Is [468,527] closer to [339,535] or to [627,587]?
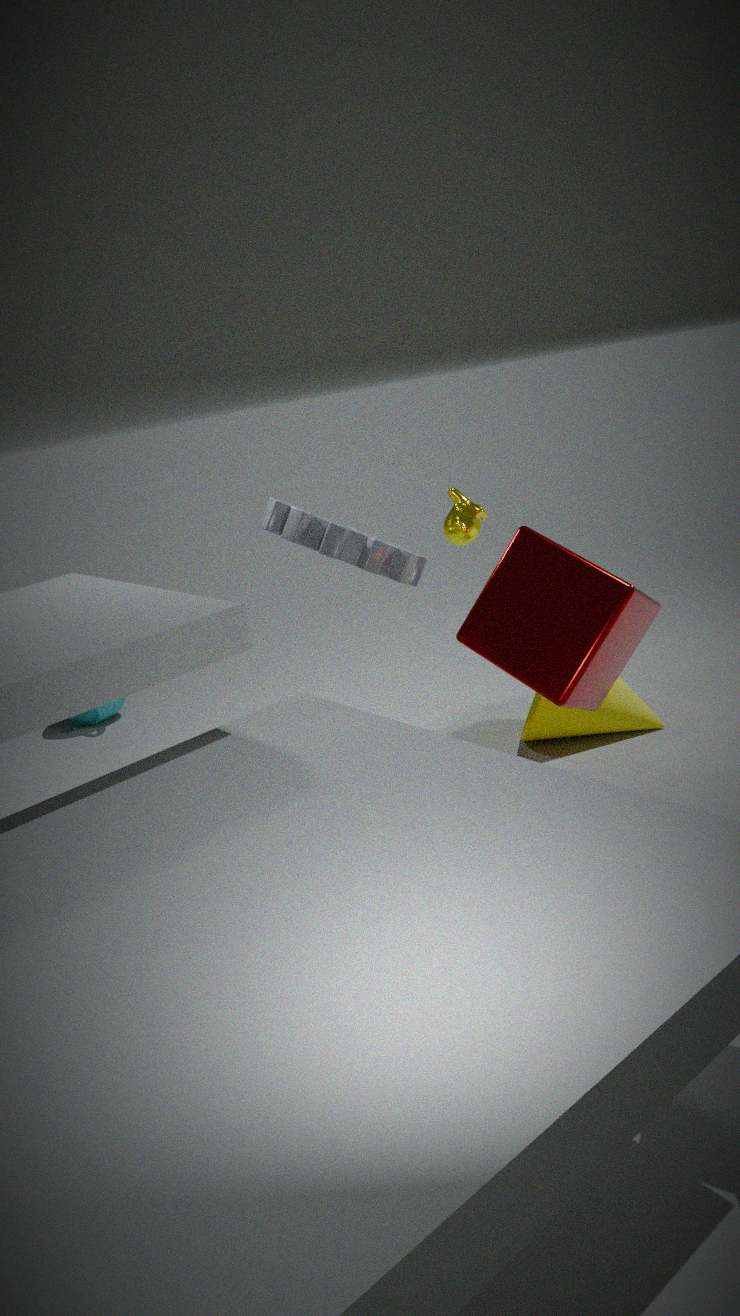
[339,535]
